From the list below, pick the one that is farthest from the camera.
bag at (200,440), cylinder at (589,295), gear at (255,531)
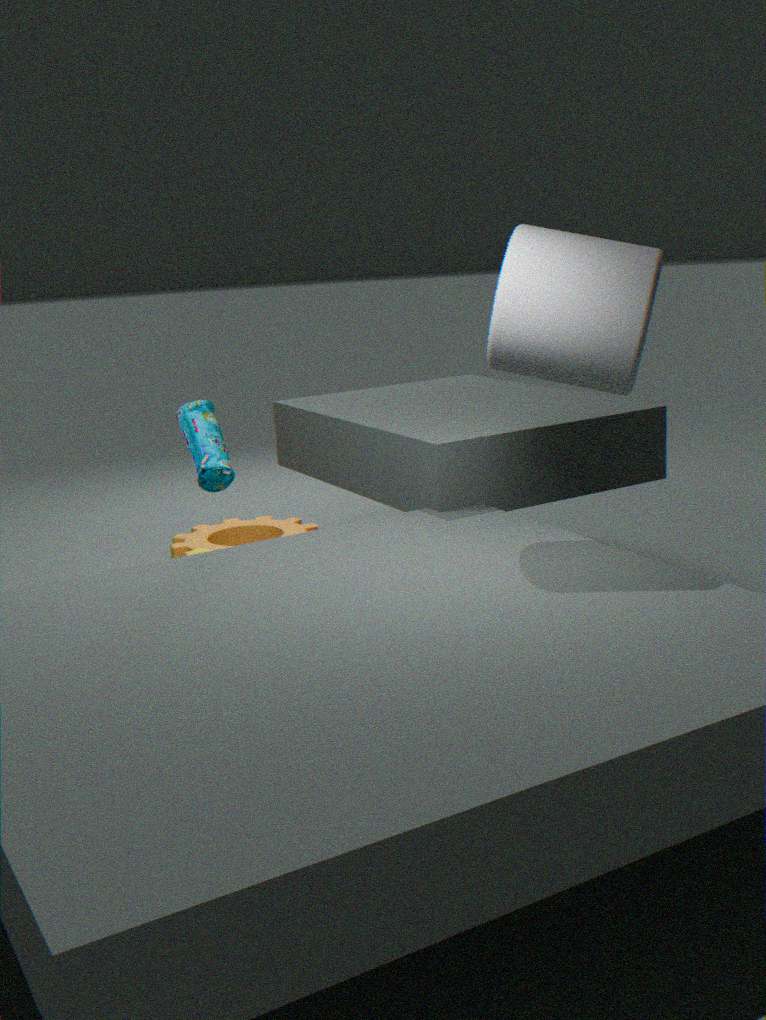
gear at (255,531)
